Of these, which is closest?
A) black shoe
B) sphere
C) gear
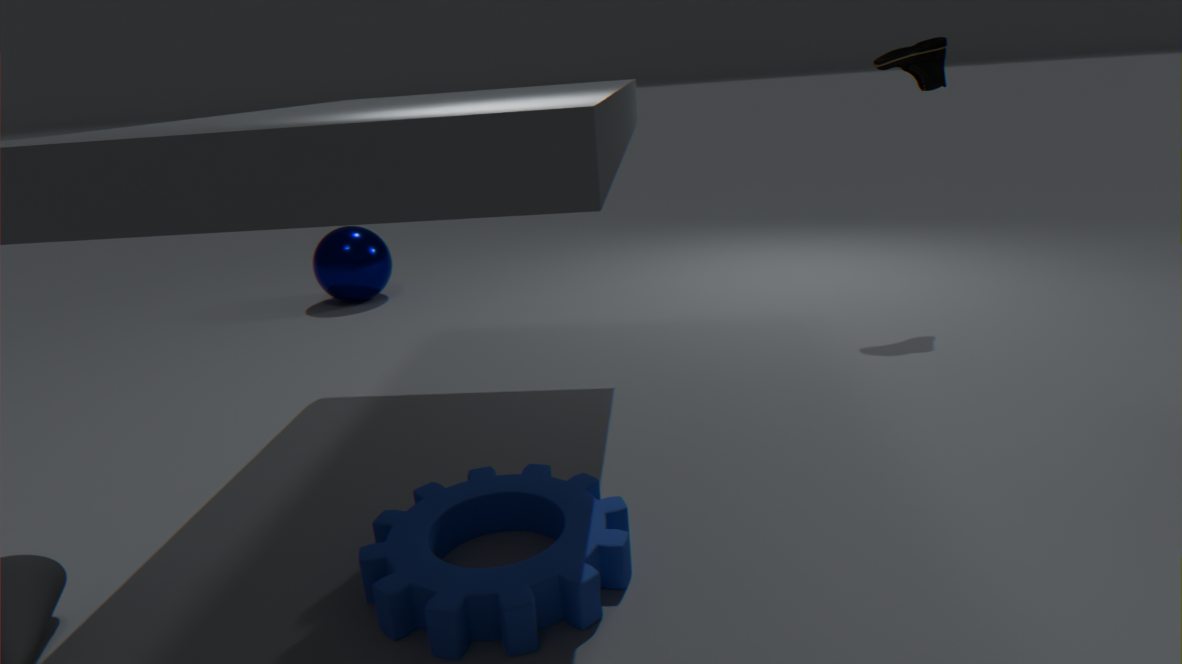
gear
